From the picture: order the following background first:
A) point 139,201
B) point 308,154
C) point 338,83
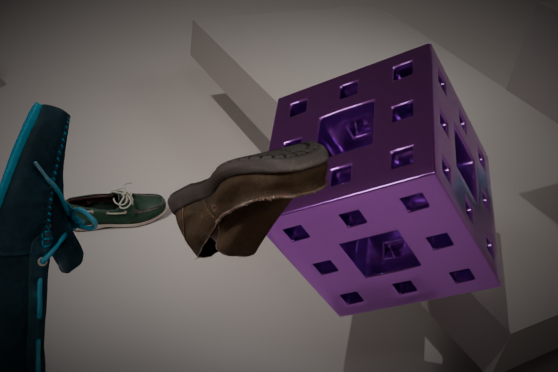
1. point 139,201
2. point 338,83
3. point 308,154
